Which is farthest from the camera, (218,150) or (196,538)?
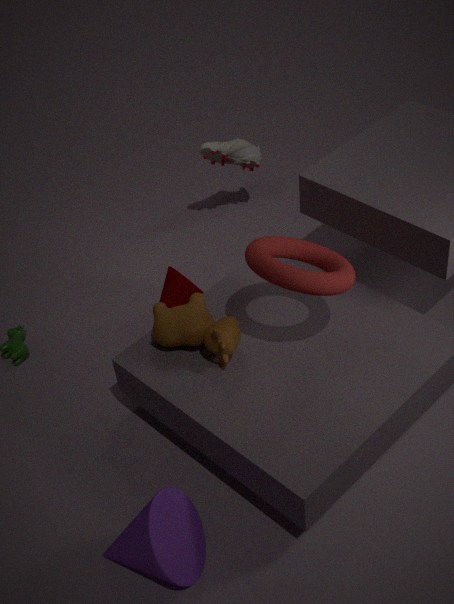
(218,150)
